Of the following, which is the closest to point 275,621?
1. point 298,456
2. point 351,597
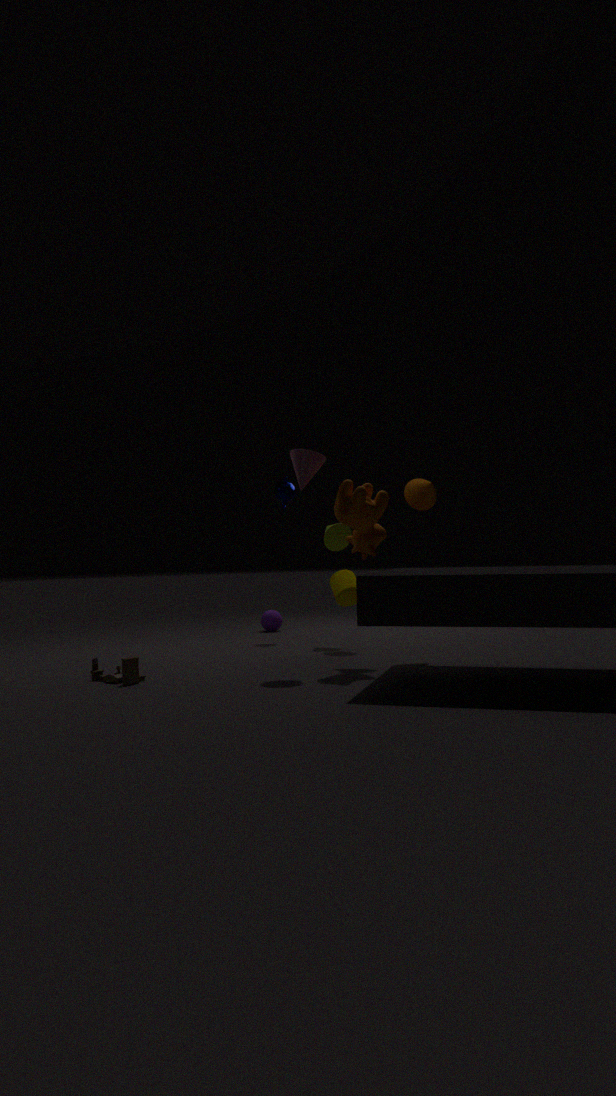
point 351,597
